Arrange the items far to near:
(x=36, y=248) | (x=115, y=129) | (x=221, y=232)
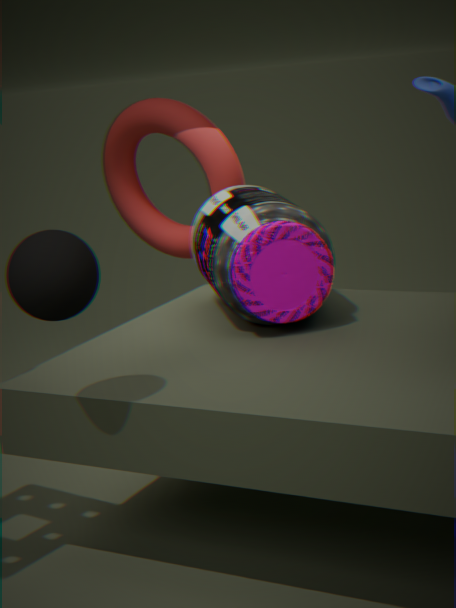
(x=115, y=129) → (x=221, y=232) → (x=36, y=248)
